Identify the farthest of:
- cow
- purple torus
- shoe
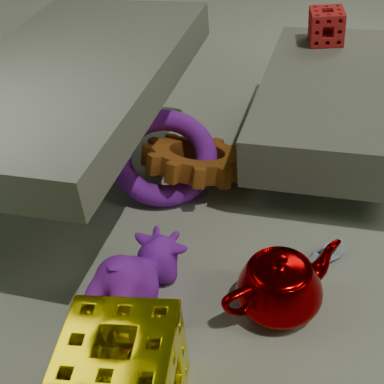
purple torus
